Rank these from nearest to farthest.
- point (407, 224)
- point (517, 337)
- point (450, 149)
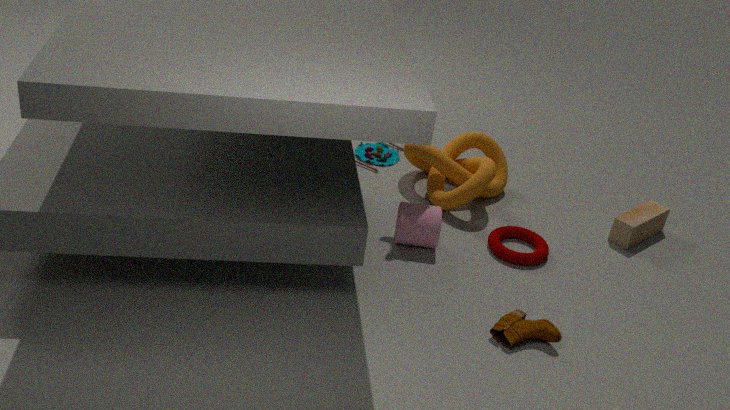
point (517, 337) < point (407, 224) < point (450, 149)
